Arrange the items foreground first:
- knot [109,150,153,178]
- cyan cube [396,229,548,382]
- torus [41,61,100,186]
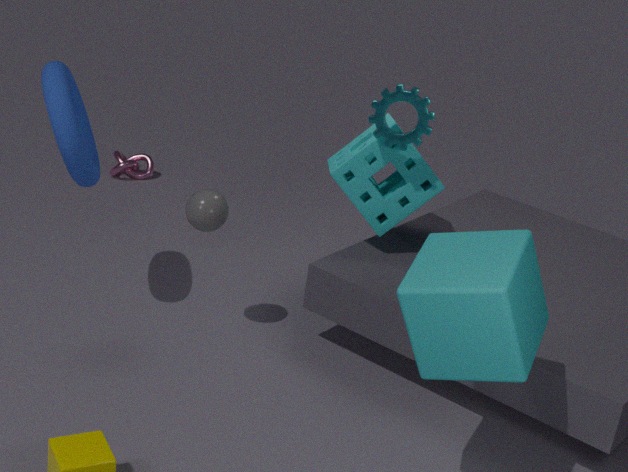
cyan cube [396,229,548,382] < torus [41,61,100,186] < knot [109,150,153,178]
